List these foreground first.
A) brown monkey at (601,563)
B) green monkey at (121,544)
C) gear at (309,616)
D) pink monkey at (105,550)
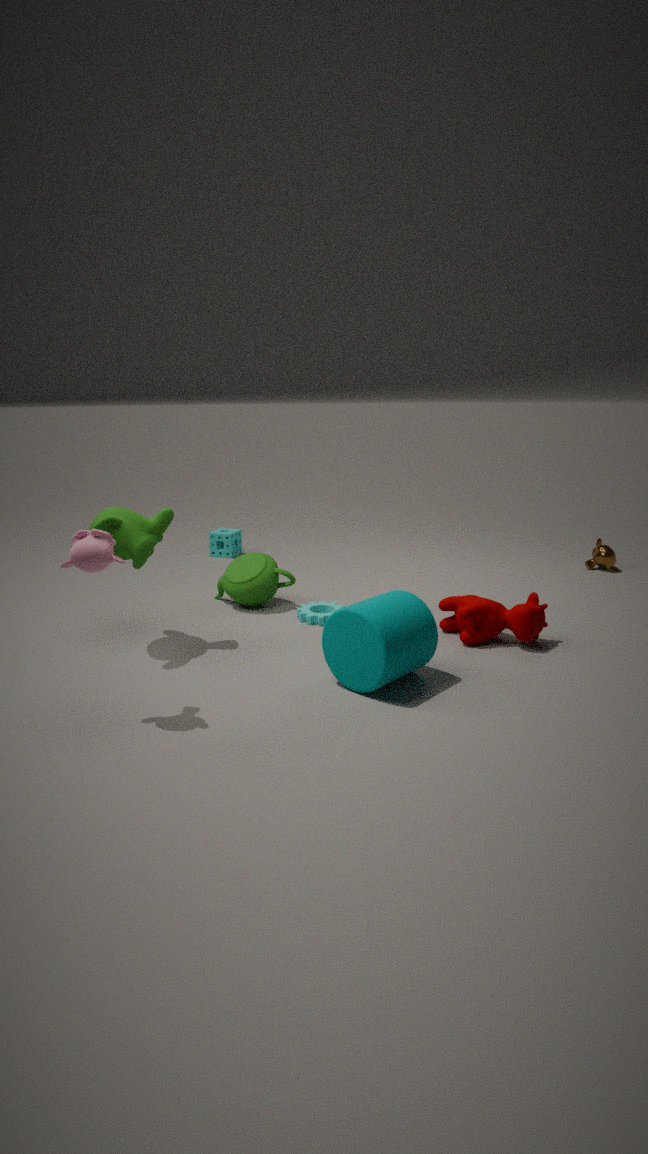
pink monkey at (105,550)
green monkey at (121,544)
gear at (309,616)
brown monkey at (601,563)
